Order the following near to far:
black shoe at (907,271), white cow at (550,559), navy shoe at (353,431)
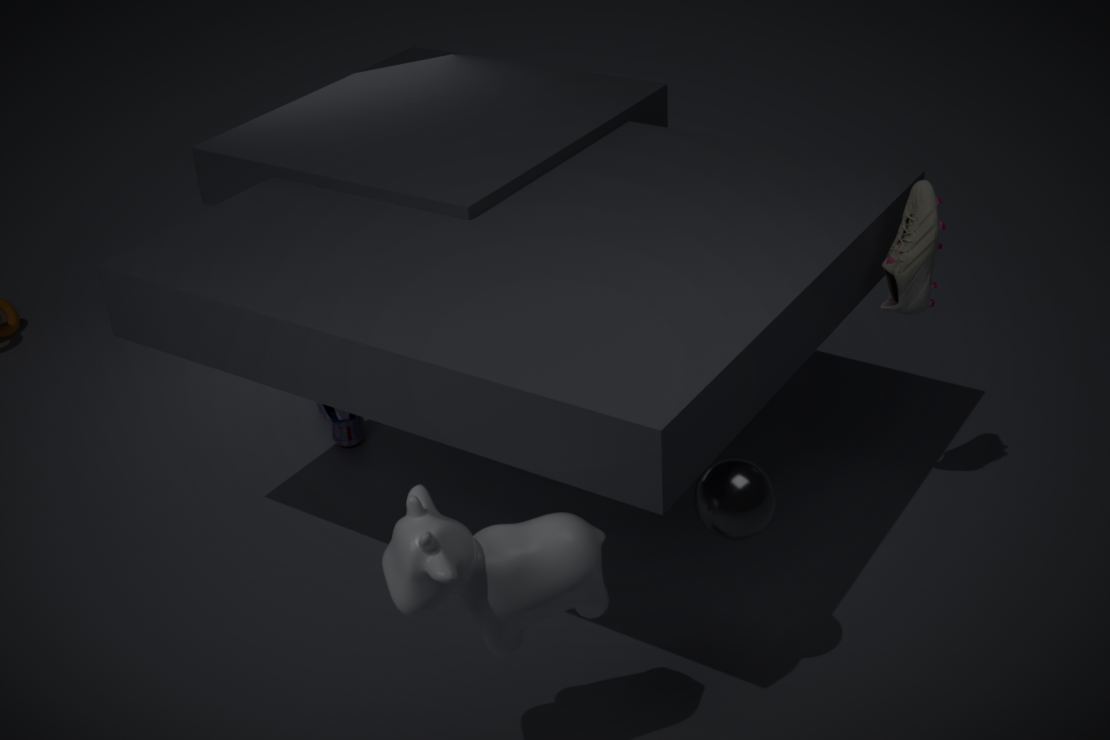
1. white cow at (550,559)
2. black shoe at (907,271)
3. navy shoe at (353,431)
